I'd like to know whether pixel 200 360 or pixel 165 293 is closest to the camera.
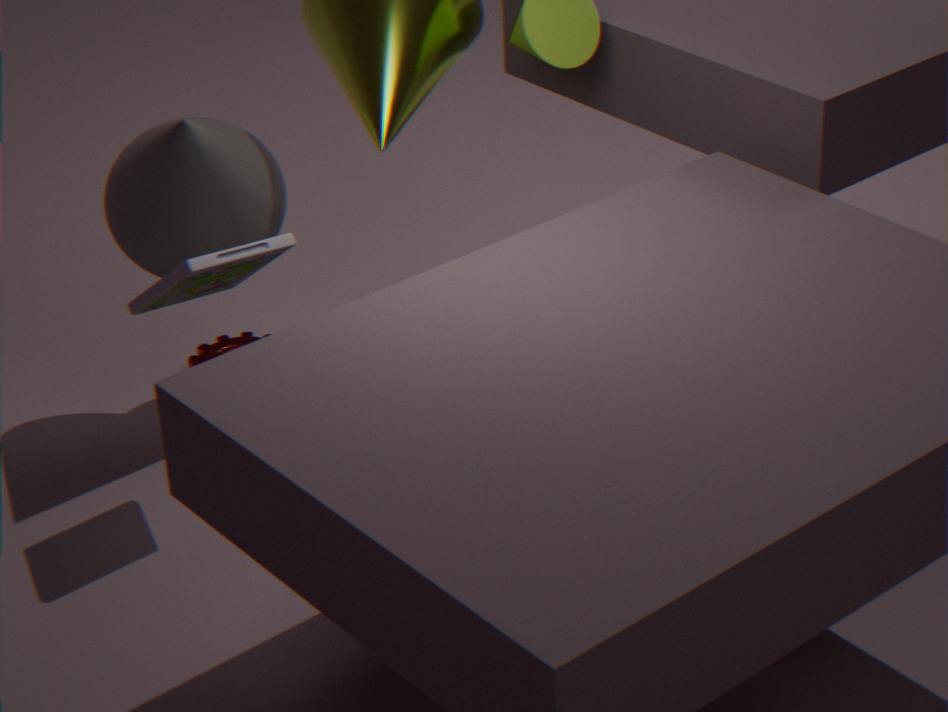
pixel 165 293
